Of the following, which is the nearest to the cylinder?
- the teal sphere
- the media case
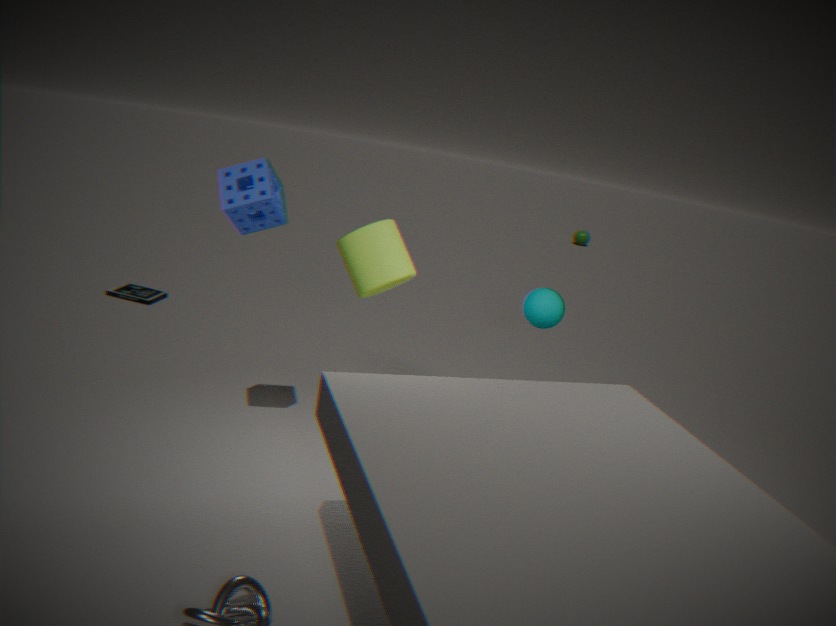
the teal sphere
